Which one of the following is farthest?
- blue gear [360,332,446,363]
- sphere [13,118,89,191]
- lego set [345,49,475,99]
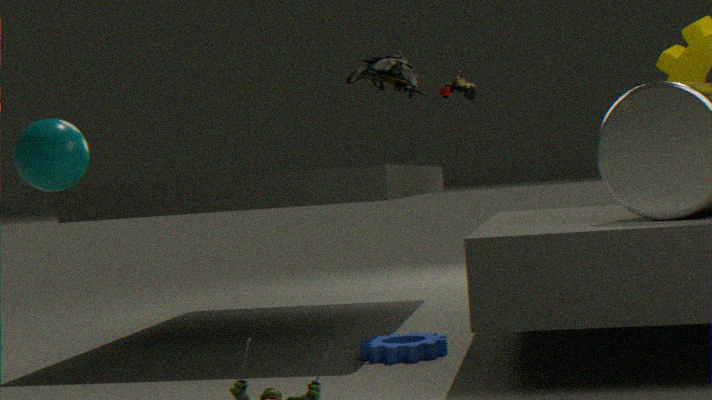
blue gear [360,332,446,363]
